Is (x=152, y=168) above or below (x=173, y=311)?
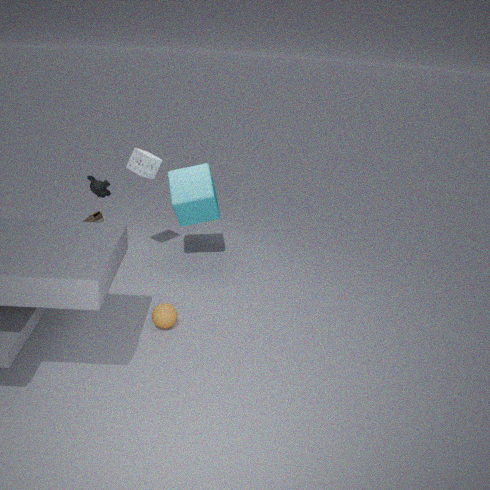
above
